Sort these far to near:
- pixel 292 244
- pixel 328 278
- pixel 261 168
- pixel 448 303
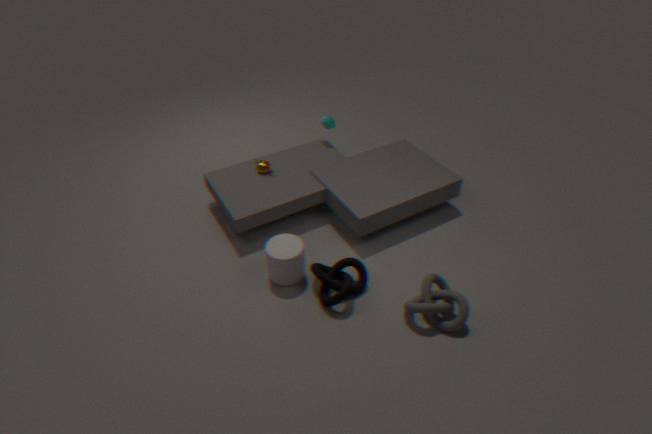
pixel 261 168 → pixel 292 244 → pixel 328 278 → pixel 448 303
